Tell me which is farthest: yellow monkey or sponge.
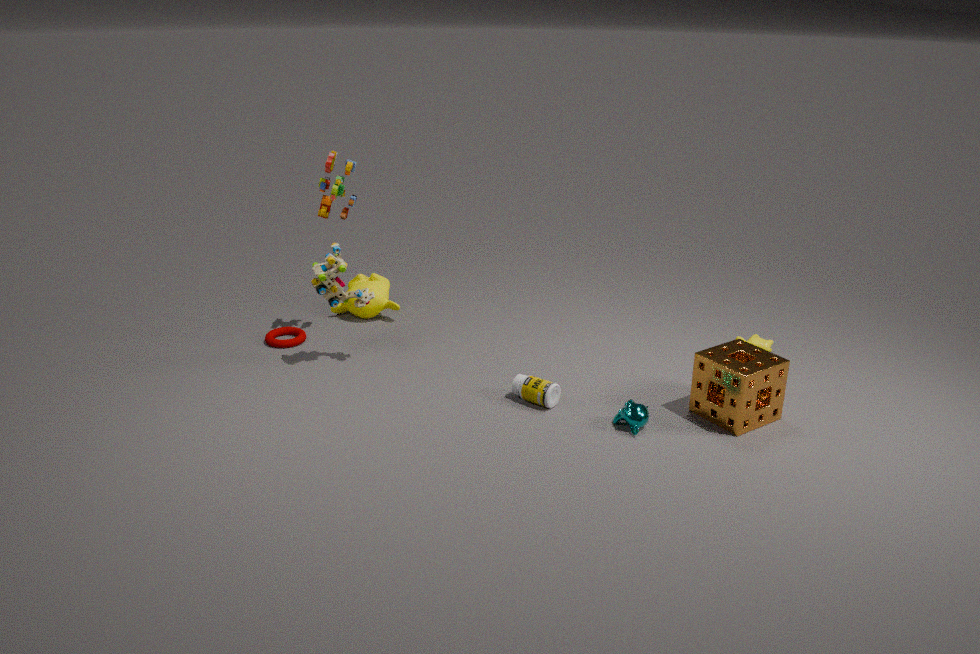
yellow monkey
